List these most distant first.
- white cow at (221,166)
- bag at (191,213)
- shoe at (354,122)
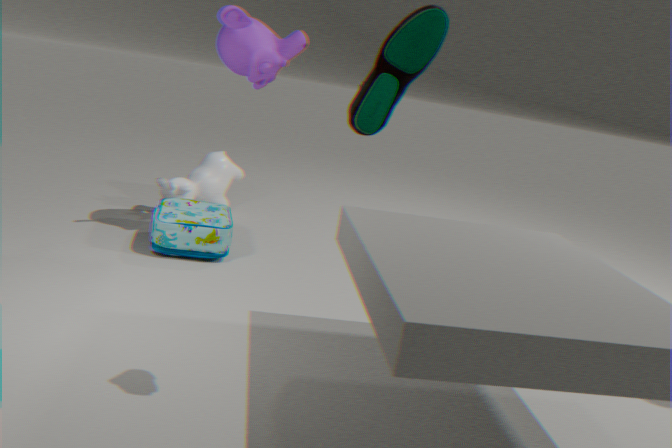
white cow at (221,166)
bag at (191,213)
shoe at (354,122)
